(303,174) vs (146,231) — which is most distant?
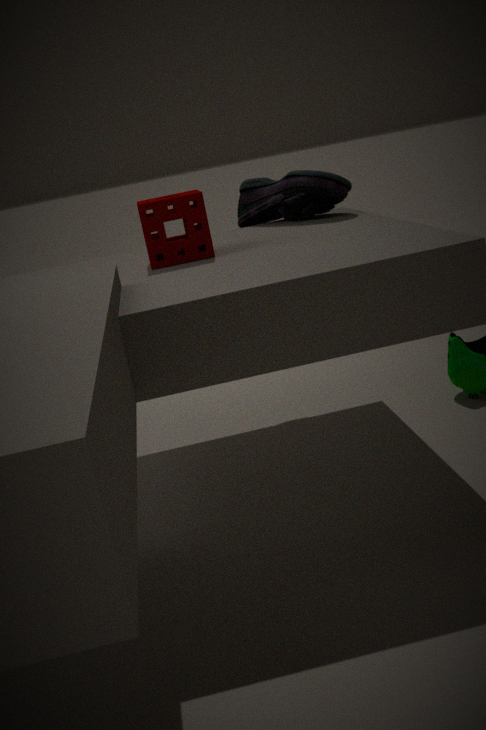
(303,174)
